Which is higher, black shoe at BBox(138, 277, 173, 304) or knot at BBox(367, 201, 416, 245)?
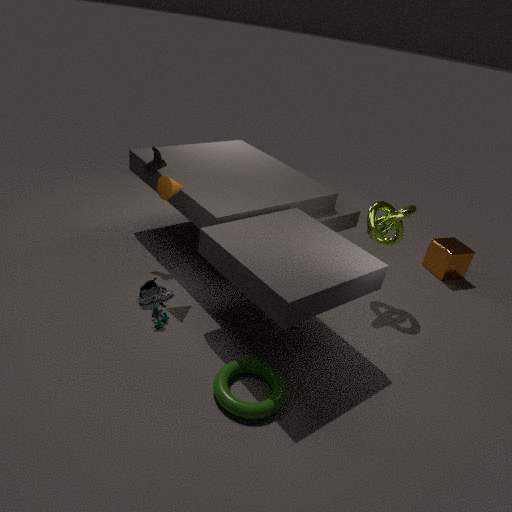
knot at BBox(367, 201, 416, 245)
